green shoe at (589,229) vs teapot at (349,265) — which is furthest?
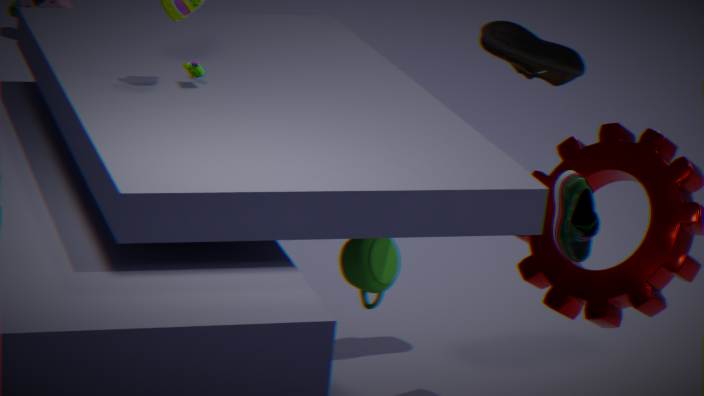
teapot at (349,265)
